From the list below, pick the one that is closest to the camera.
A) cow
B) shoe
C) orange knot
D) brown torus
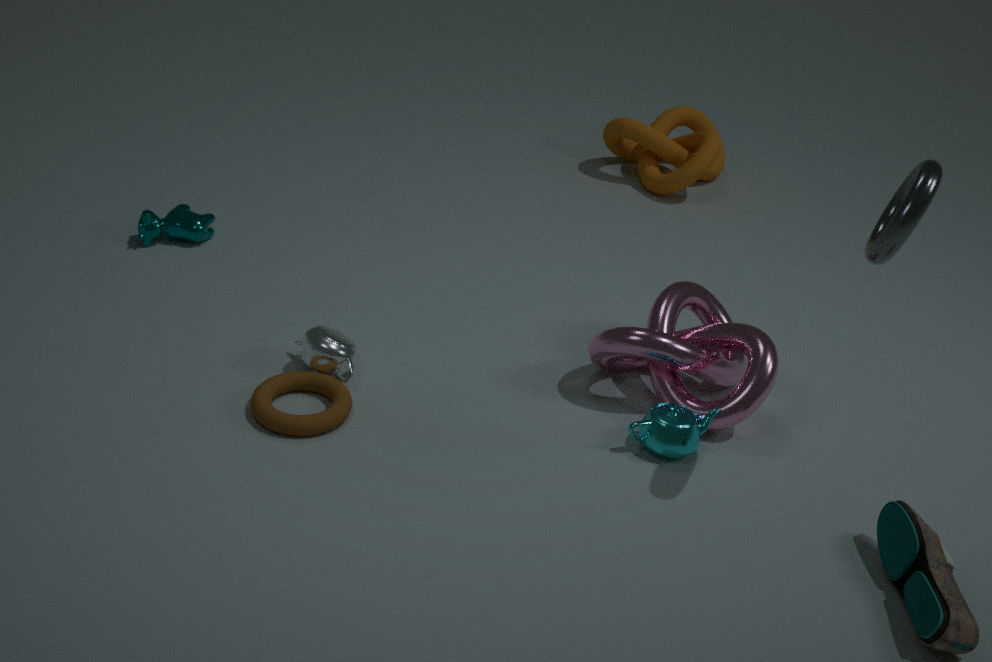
shoe
